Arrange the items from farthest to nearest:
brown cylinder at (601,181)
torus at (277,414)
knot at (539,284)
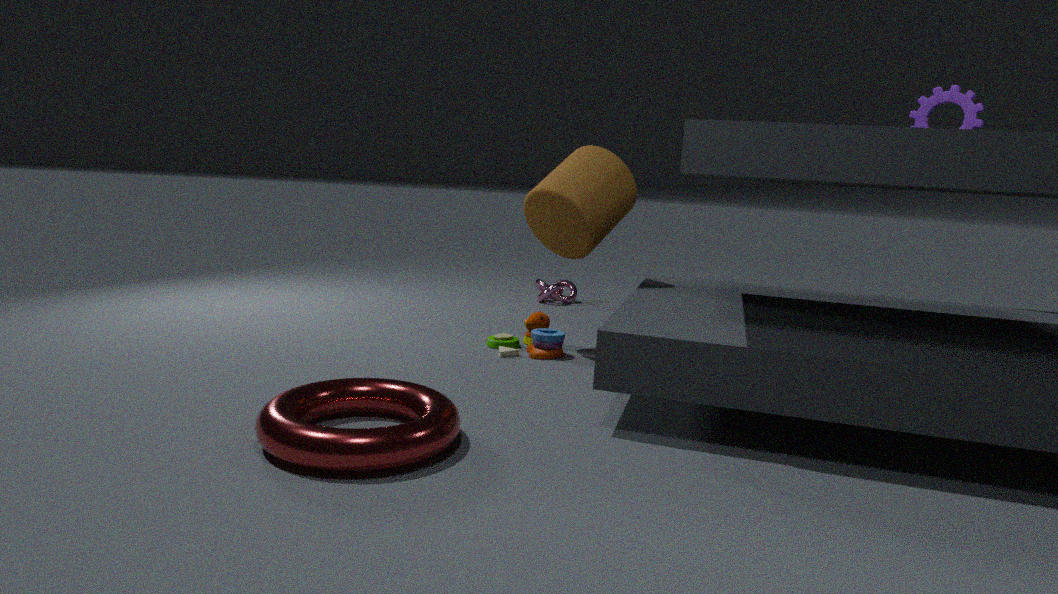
knot at (539,284), brown cylinder at (601,181), torus at (277,414)
